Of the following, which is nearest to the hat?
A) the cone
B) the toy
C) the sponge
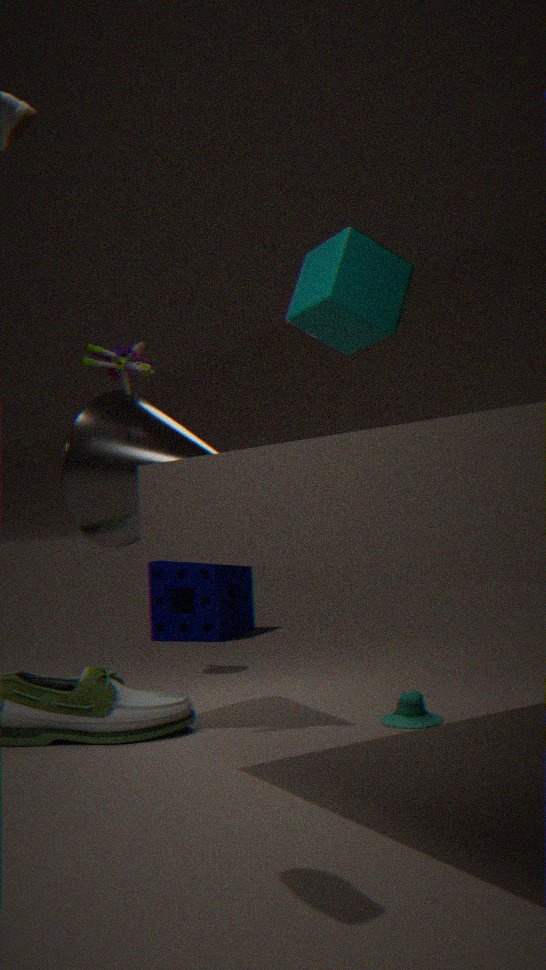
the cone
